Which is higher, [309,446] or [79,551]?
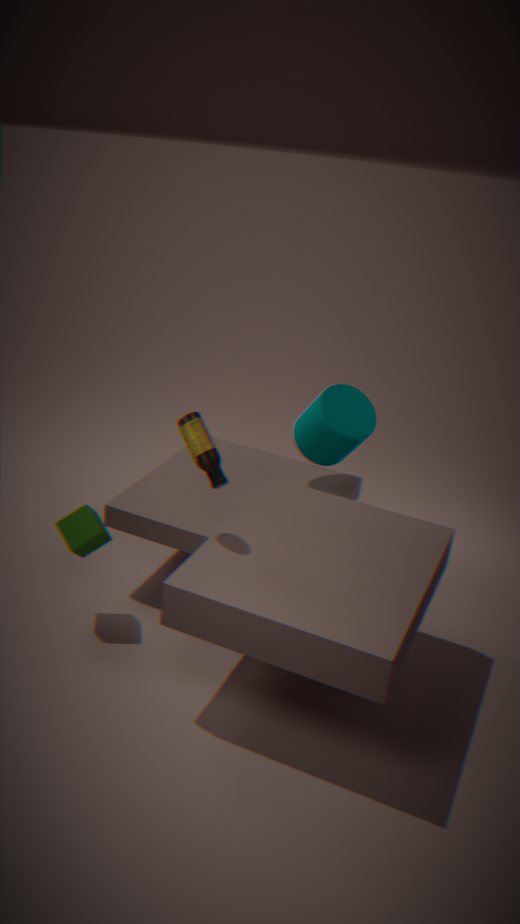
[309,446]
